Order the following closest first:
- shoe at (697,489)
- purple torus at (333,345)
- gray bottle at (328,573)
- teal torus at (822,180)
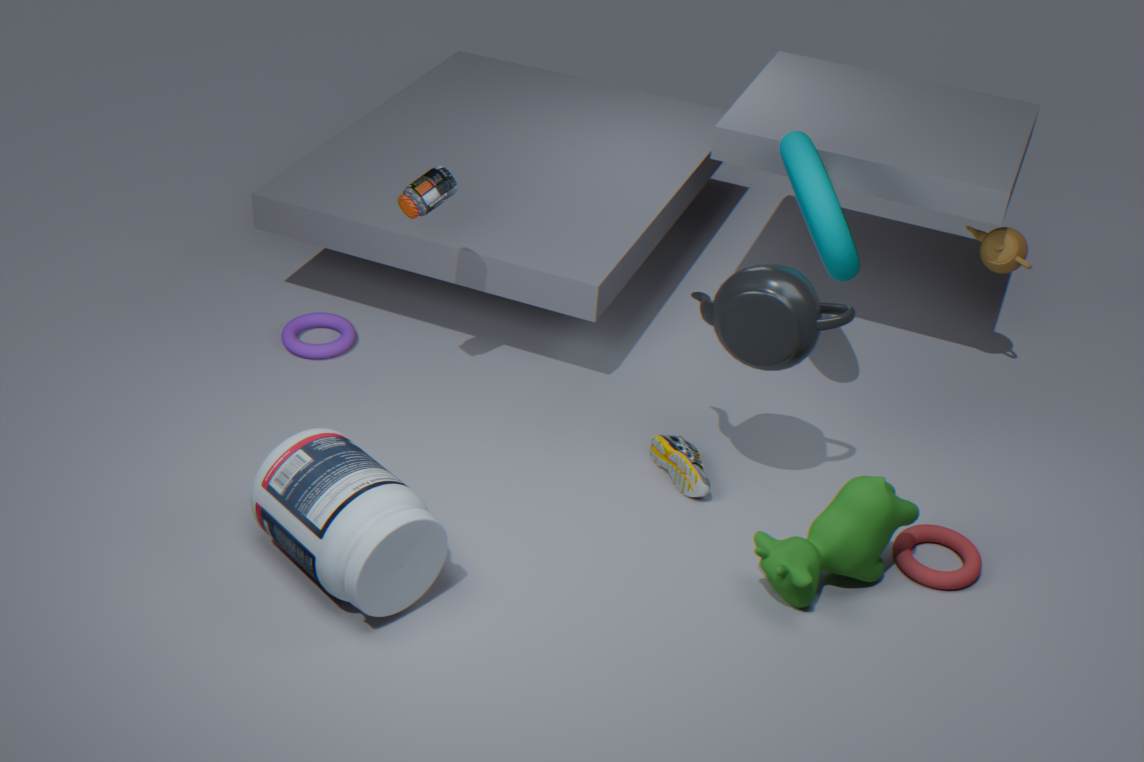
gray bottle at (328,573)
shoe at (697,489)
teal torus at (822,180)
purple torus at (333,345)
